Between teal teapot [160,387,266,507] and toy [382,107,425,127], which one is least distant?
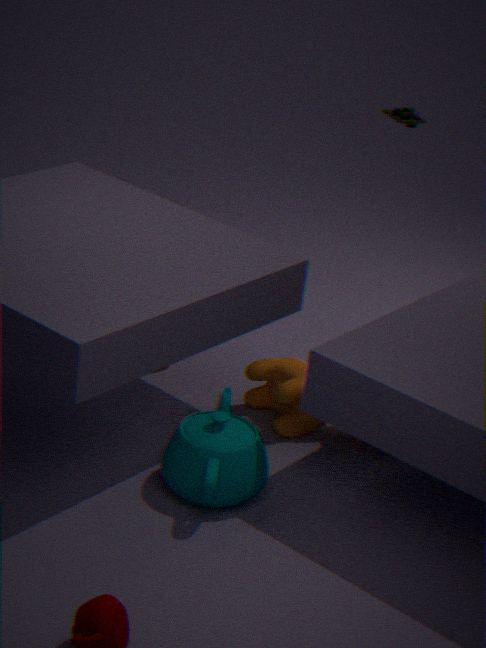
teal teapot [160,387,266,507]
